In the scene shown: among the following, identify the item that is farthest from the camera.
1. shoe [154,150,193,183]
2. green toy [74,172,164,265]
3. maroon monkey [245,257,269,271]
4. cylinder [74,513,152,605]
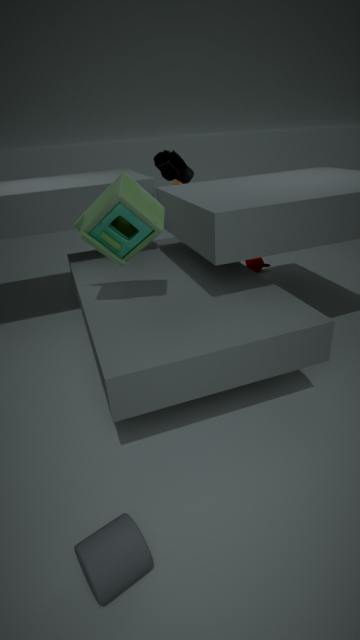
maroon monkey [245,257,269,271]
